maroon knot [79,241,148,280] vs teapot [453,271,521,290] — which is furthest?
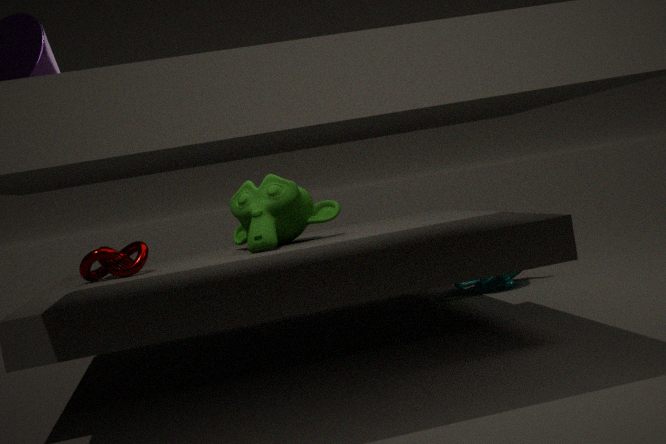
teapot [453,271,521,290]
